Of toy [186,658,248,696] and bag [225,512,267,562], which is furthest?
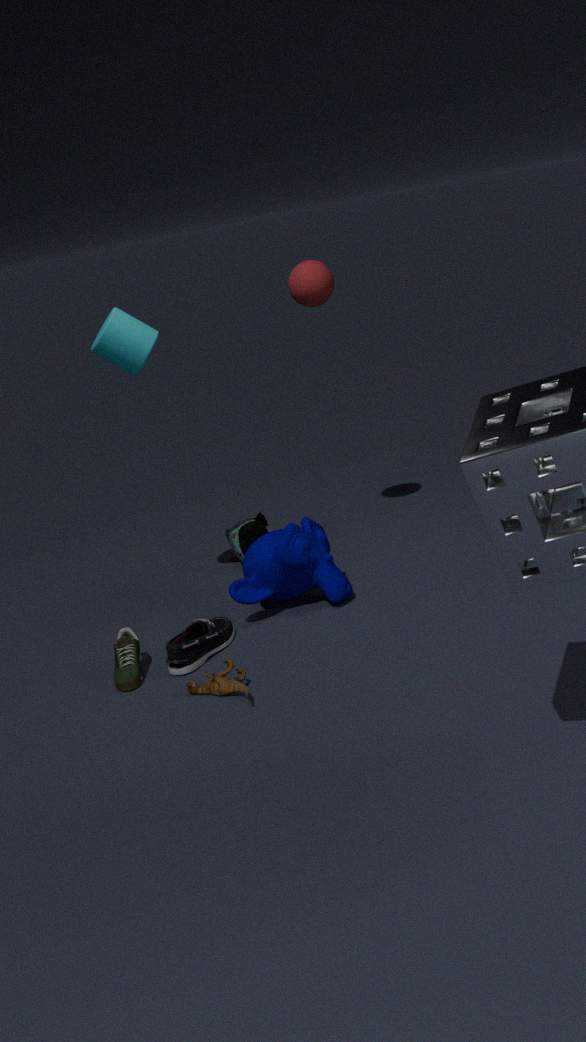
bag [225,512,267,562]
